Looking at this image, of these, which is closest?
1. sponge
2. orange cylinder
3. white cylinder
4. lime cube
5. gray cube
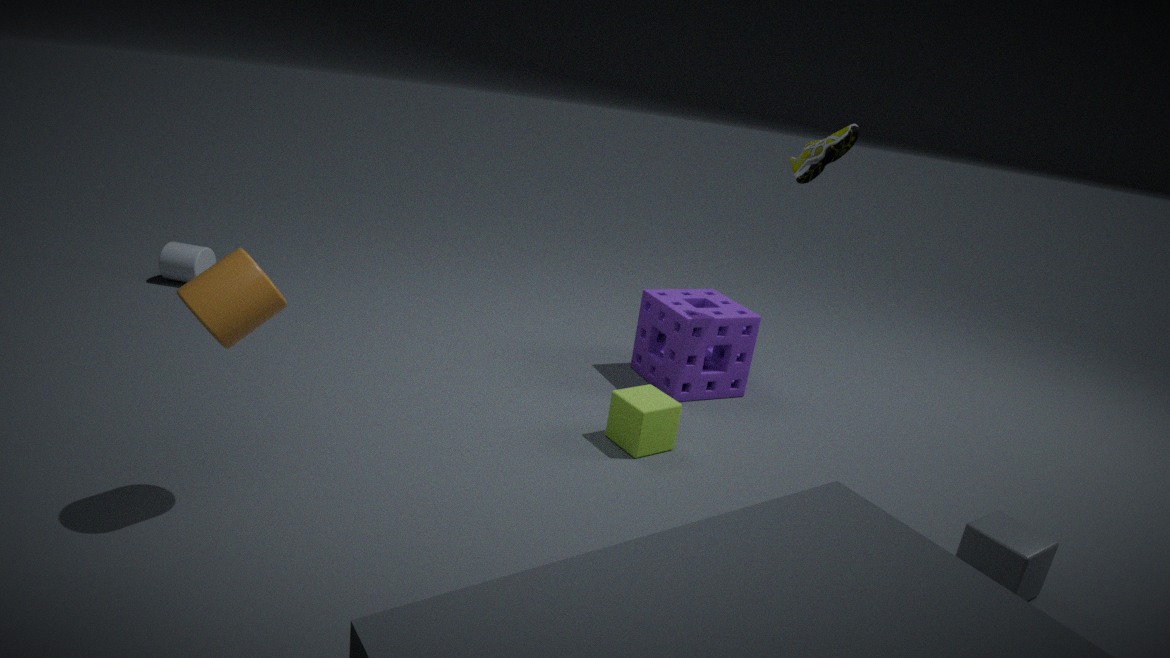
orange cylinder
